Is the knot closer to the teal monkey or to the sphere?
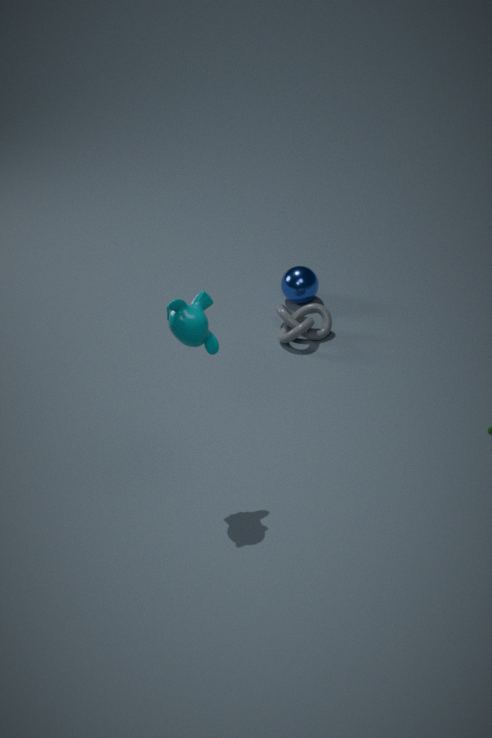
the sphere
